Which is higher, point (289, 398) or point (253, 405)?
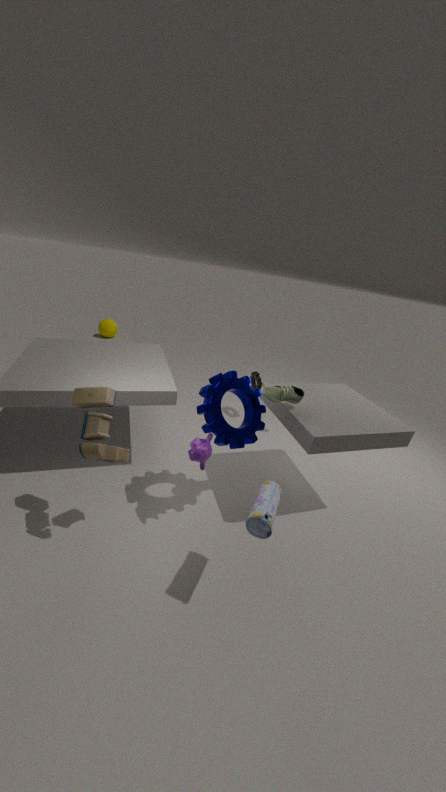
point (289, 398)
